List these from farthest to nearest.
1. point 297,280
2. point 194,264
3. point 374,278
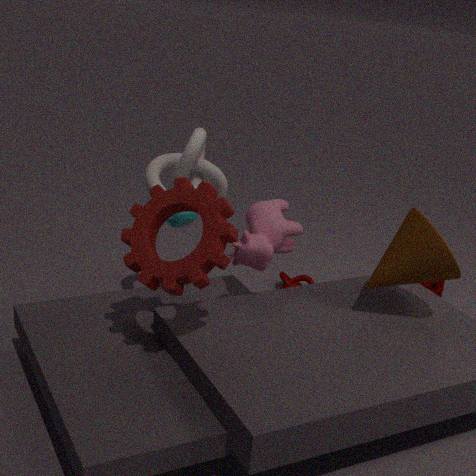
point 297,280 < point 374,278 < point 194,264
